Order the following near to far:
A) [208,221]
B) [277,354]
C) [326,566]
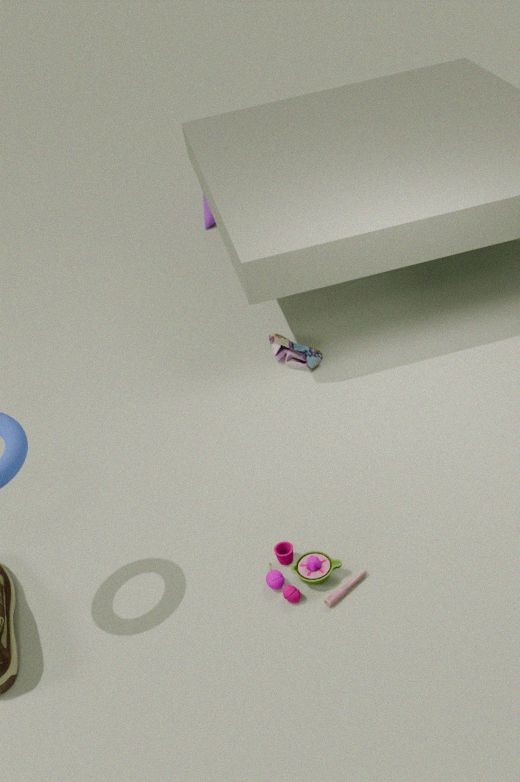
1. [326,566]
2. [277,354]
3. [208,221]
